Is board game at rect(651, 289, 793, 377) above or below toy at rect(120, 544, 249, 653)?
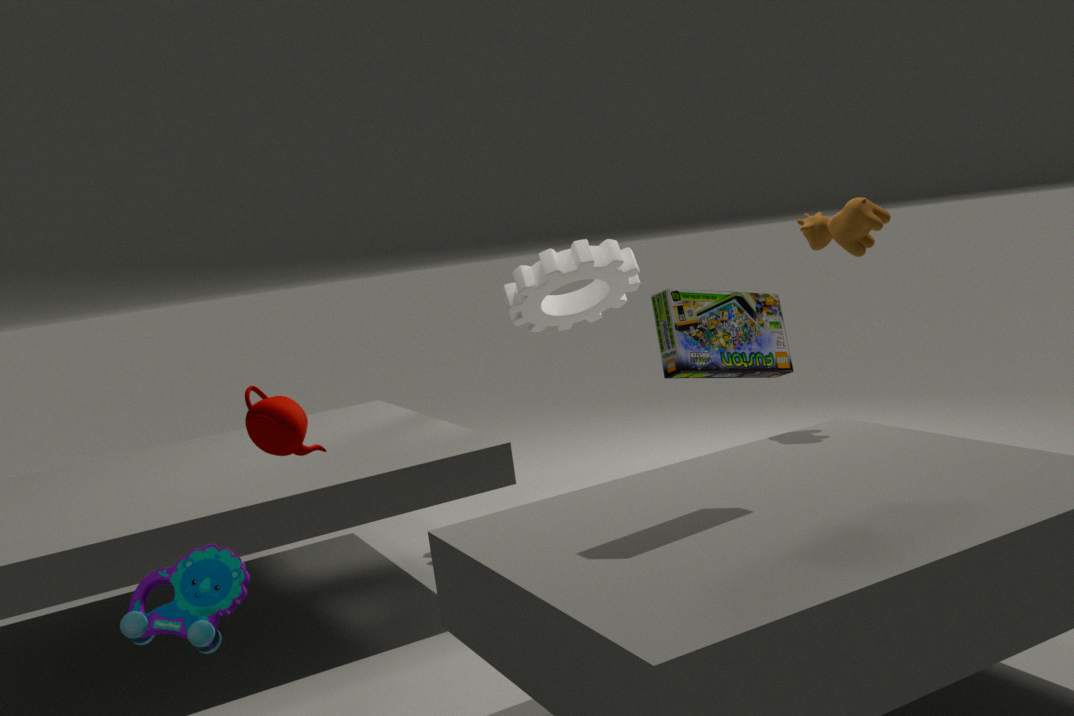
above
